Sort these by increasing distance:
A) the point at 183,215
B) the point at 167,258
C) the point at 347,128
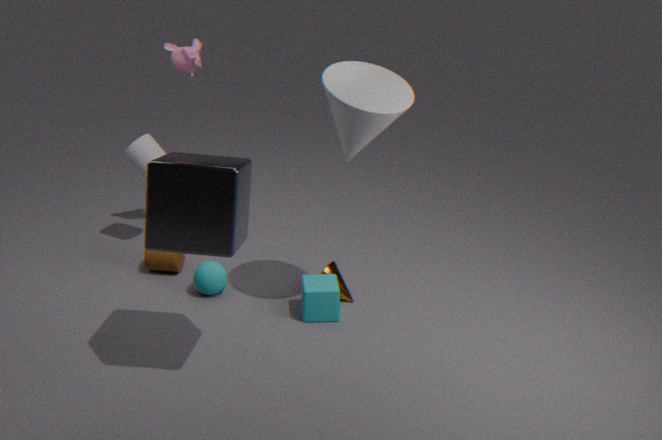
1. the point at 183,215
2. the point at 347,128
3. the point at 167,258
